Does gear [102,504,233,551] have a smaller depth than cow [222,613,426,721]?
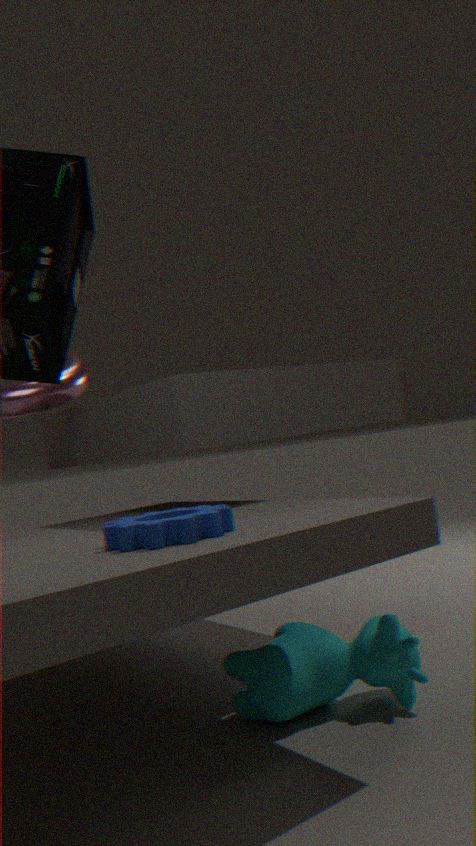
Yes
